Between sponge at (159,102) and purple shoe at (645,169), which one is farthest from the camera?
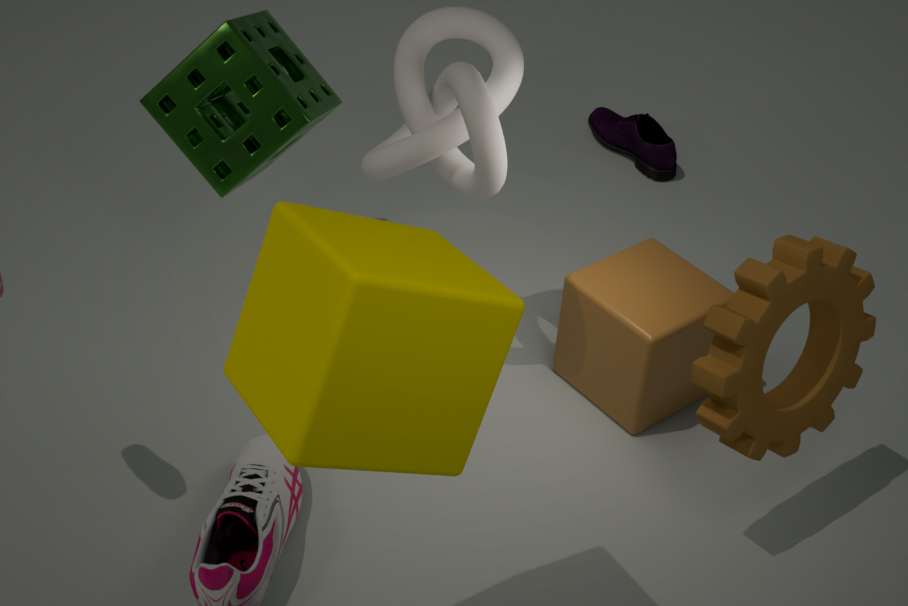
purple shoe at (645,169)
